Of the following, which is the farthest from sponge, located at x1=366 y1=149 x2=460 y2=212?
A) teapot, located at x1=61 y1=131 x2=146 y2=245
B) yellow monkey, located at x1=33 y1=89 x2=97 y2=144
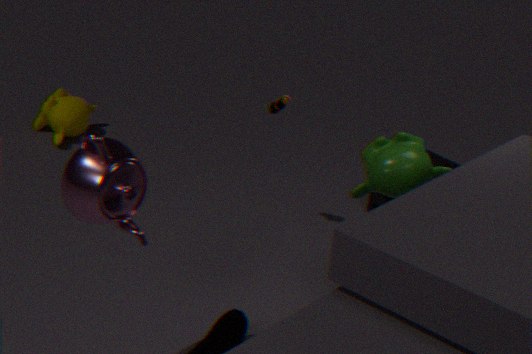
teapot, located at x1=61 y1=131 x2=146 y2=245
